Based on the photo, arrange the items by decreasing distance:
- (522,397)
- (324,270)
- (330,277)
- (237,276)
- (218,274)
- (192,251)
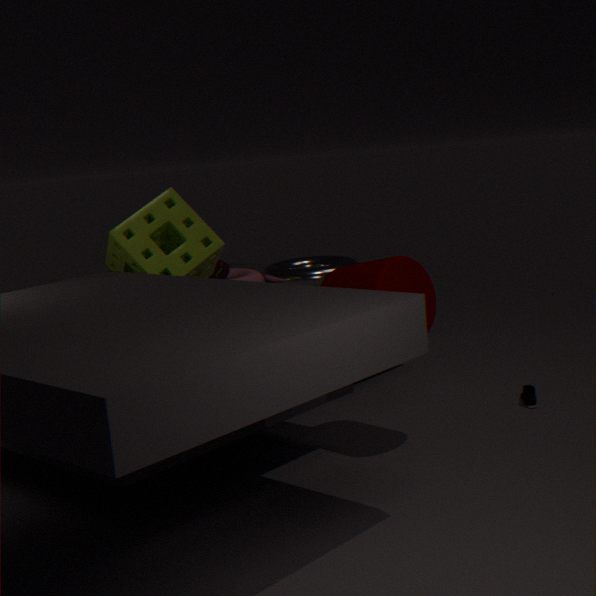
(237,276), (324,270), (218,274), (522,397), (192,251), (330,277)
